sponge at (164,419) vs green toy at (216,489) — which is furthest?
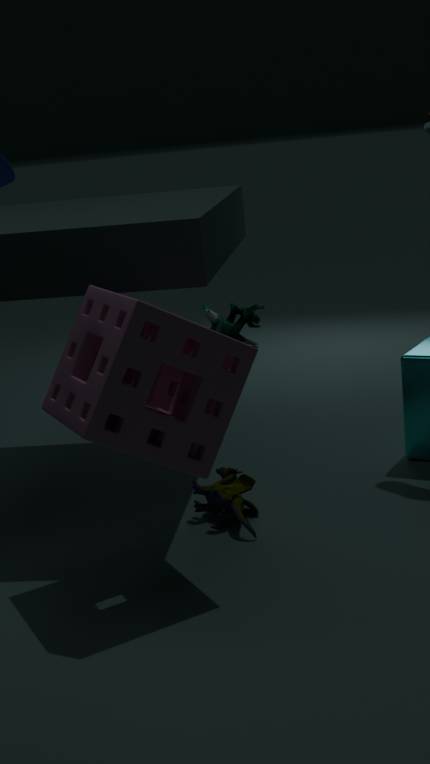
green toy at (216,489)
